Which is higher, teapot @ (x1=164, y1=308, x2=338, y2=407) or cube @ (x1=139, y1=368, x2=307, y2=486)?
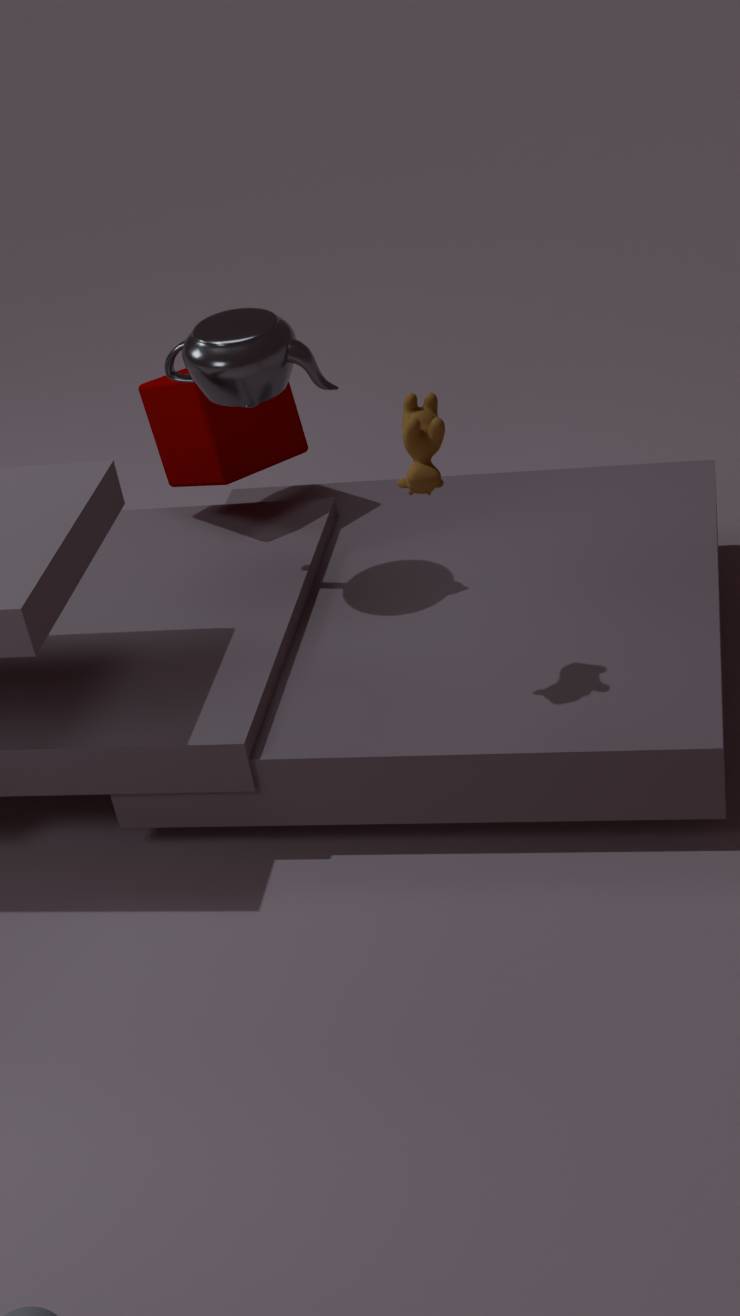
teapot @ (x1=164, y1=308, x2=338, y2=407)
